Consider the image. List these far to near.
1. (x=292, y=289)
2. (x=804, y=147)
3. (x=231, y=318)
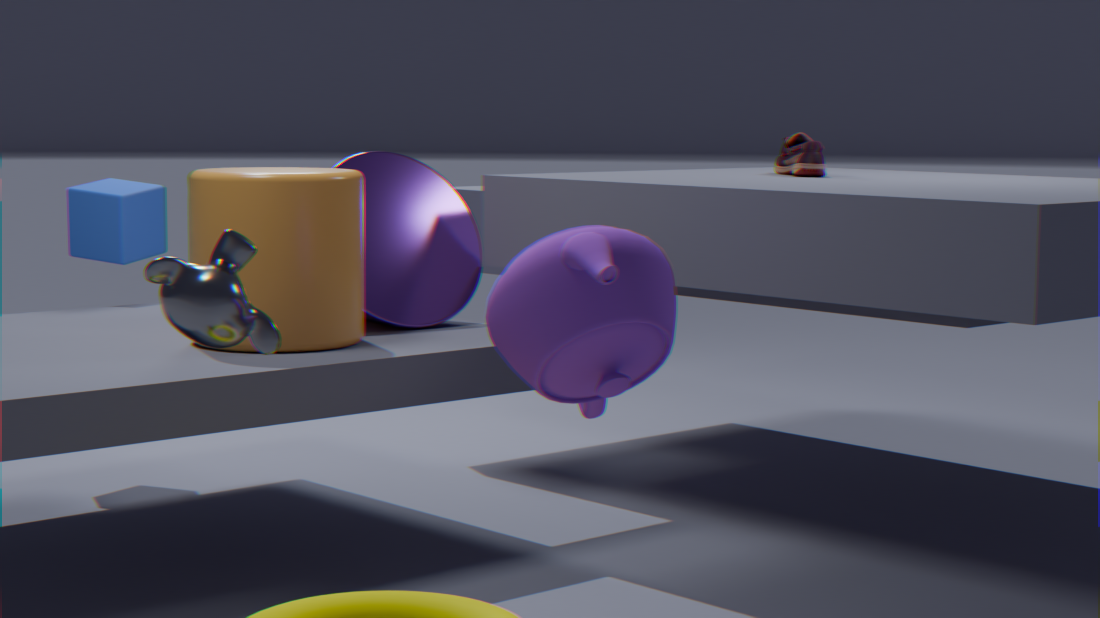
1. (x=804, y=147)
2. (x=292, y=289)
3. (x=231, y=318)
